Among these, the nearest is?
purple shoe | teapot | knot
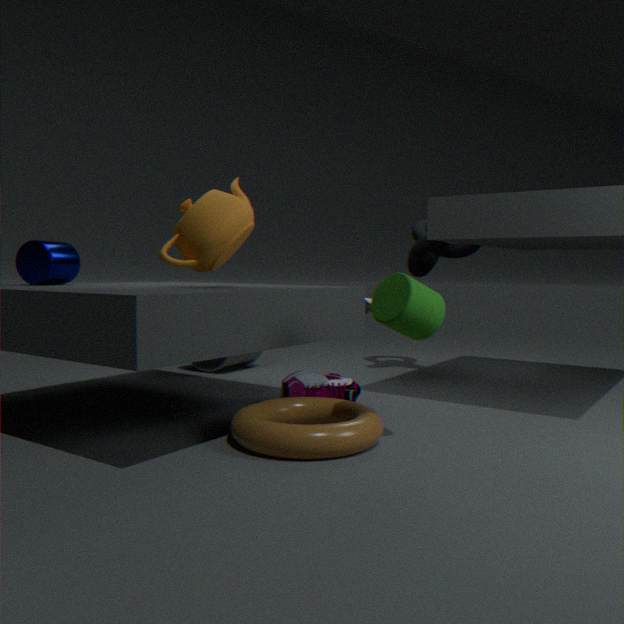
teapot
